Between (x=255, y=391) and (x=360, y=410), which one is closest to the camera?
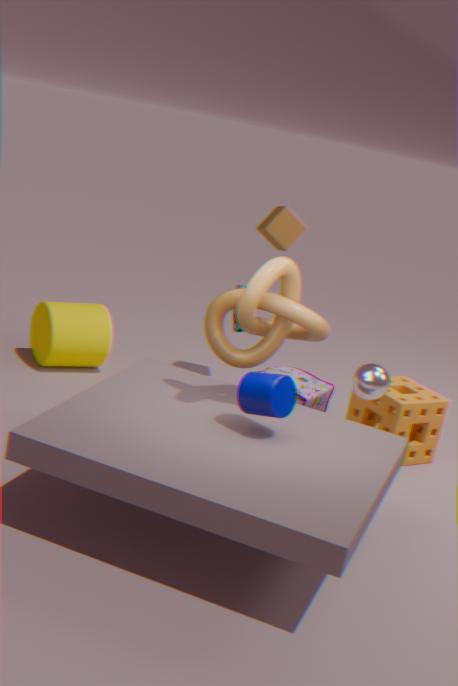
(x=255, y=391)
